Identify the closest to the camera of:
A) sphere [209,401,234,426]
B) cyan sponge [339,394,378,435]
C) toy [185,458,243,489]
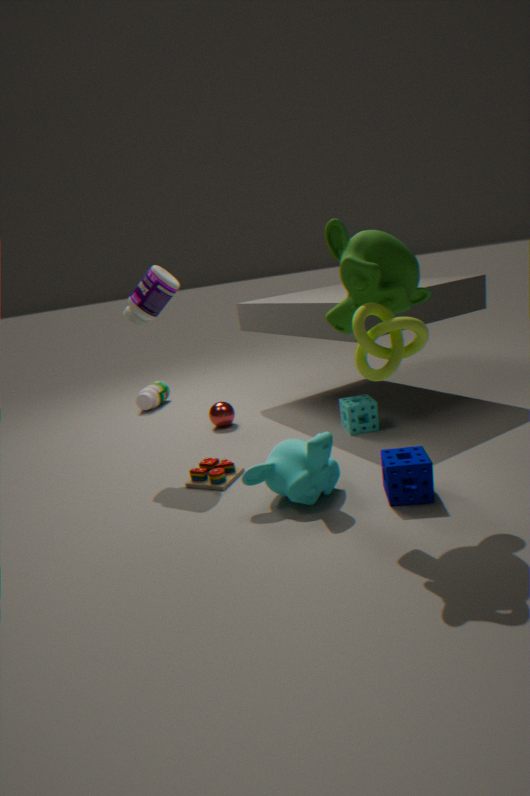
toy [185,458,243,489]
